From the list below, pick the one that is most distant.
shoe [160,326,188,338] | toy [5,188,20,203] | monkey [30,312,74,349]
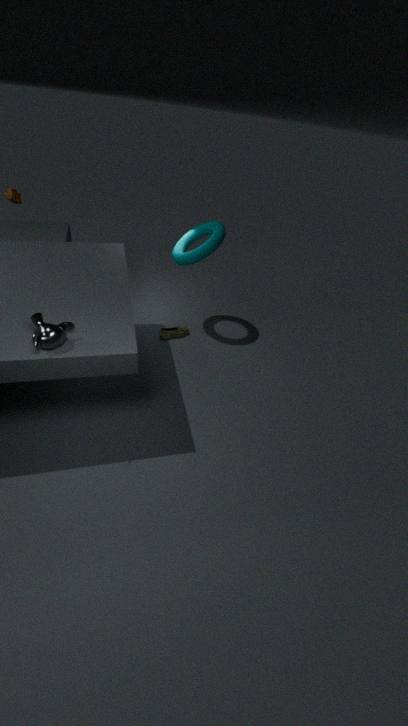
shoe [160,326,188,338]
